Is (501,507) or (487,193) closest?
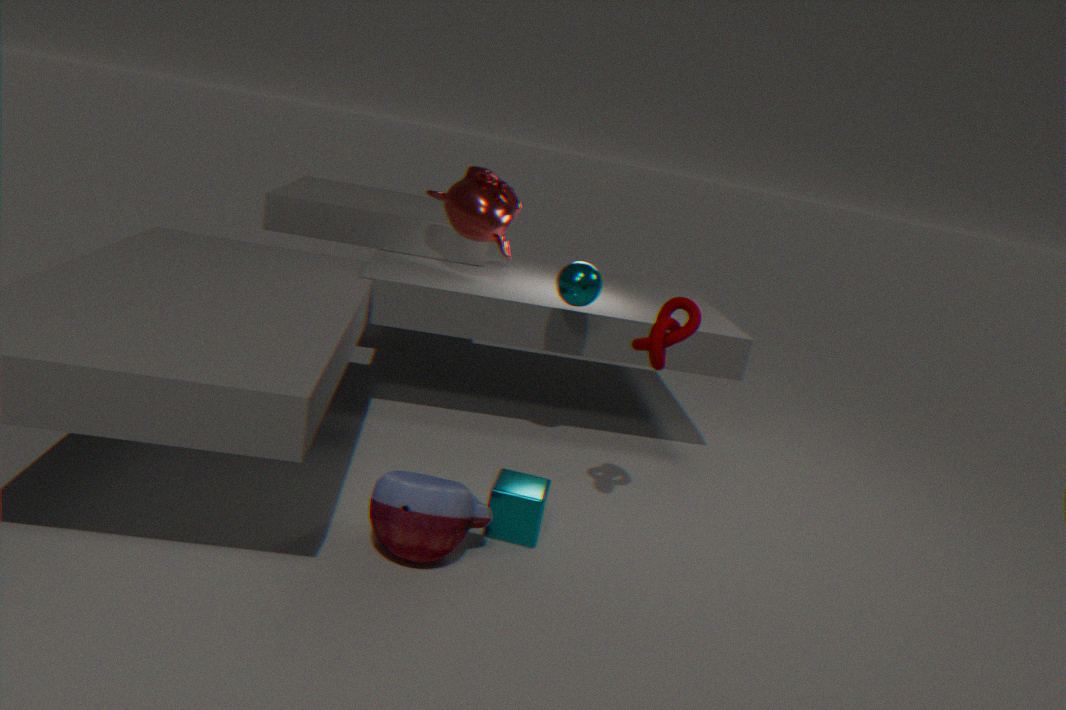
(501,507)
